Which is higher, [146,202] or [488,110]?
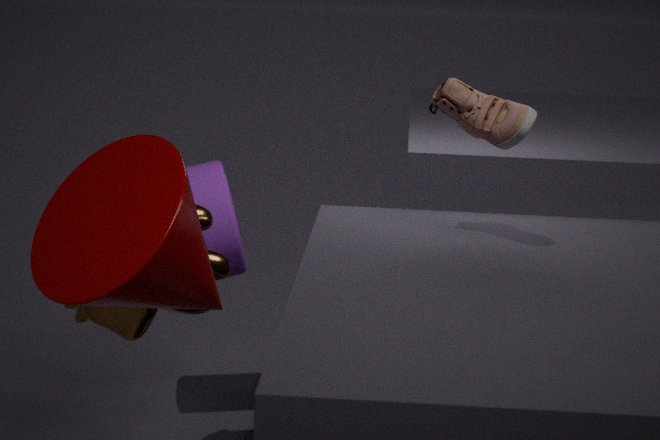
[488,110]
